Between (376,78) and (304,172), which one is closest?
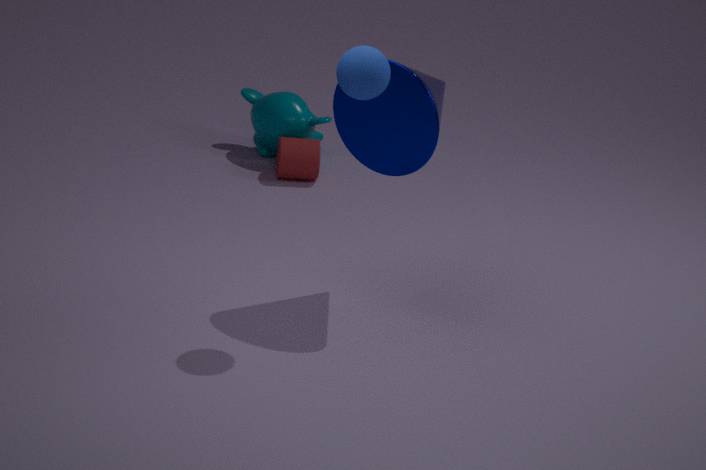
(376,78)
